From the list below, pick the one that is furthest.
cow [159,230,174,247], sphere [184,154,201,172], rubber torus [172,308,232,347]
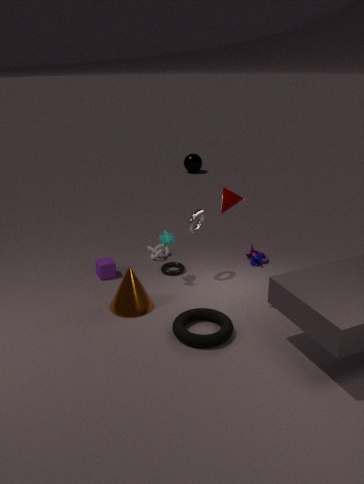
sphere [184,154,201,172]
